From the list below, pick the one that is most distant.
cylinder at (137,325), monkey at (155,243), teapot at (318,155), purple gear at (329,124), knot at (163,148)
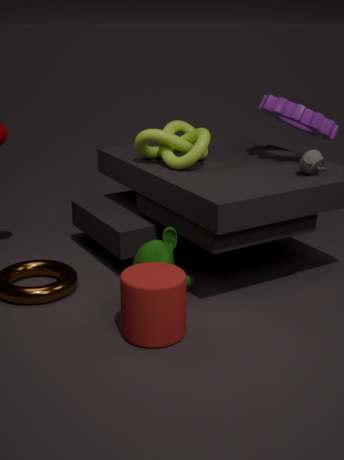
purple gear at (329,124)
